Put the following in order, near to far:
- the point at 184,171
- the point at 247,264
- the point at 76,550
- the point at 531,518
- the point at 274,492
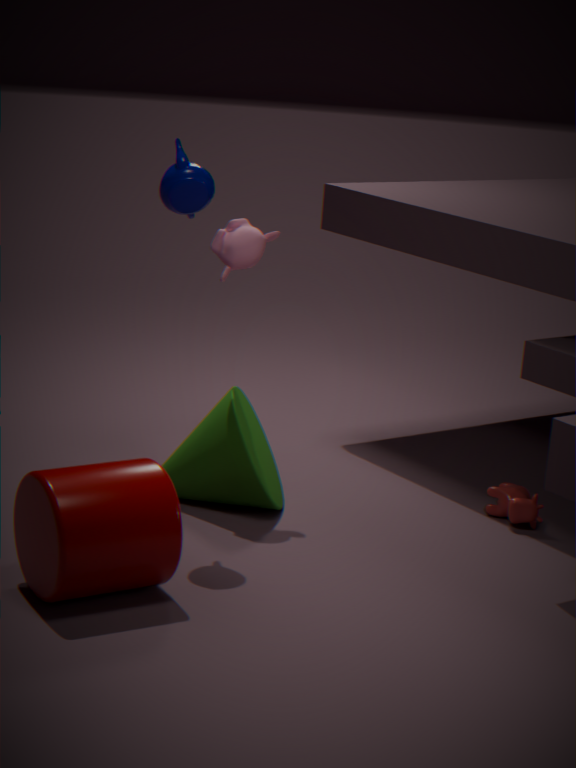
the point at 76,550 → the point at 184,171 → the point at 247,264 → the point at 274,492 → the point at 531,518
